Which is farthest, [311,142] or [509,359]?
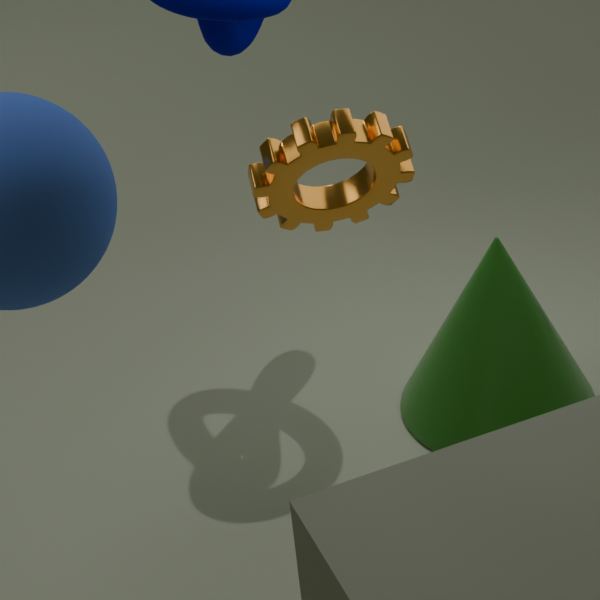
[509,359]
